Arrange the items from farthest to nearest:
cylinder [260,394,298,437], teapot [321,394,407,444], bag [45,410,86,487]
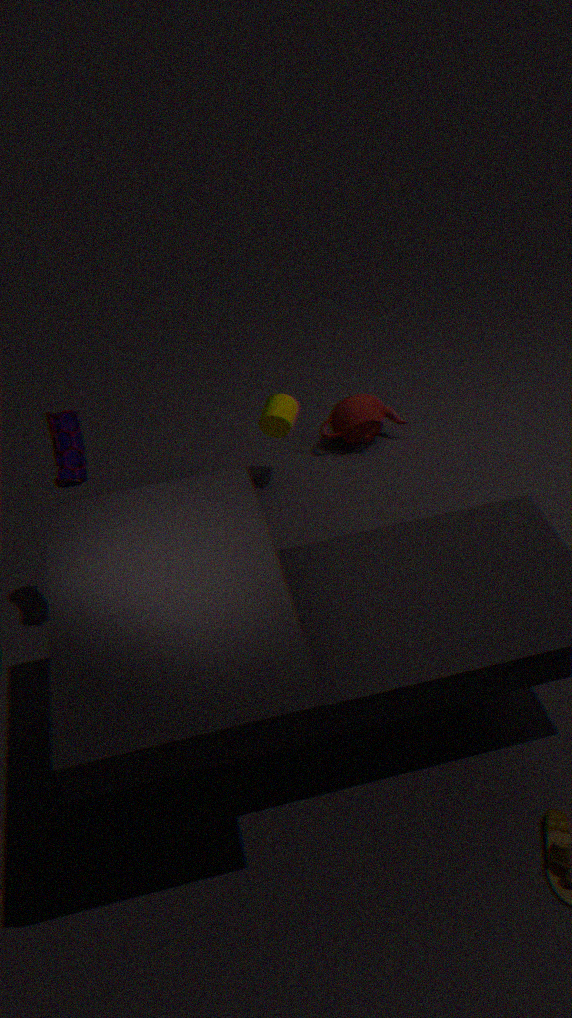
teapot [321,394,407,444], cylinder [260,394,298,437], bag [45,410,86,487]
